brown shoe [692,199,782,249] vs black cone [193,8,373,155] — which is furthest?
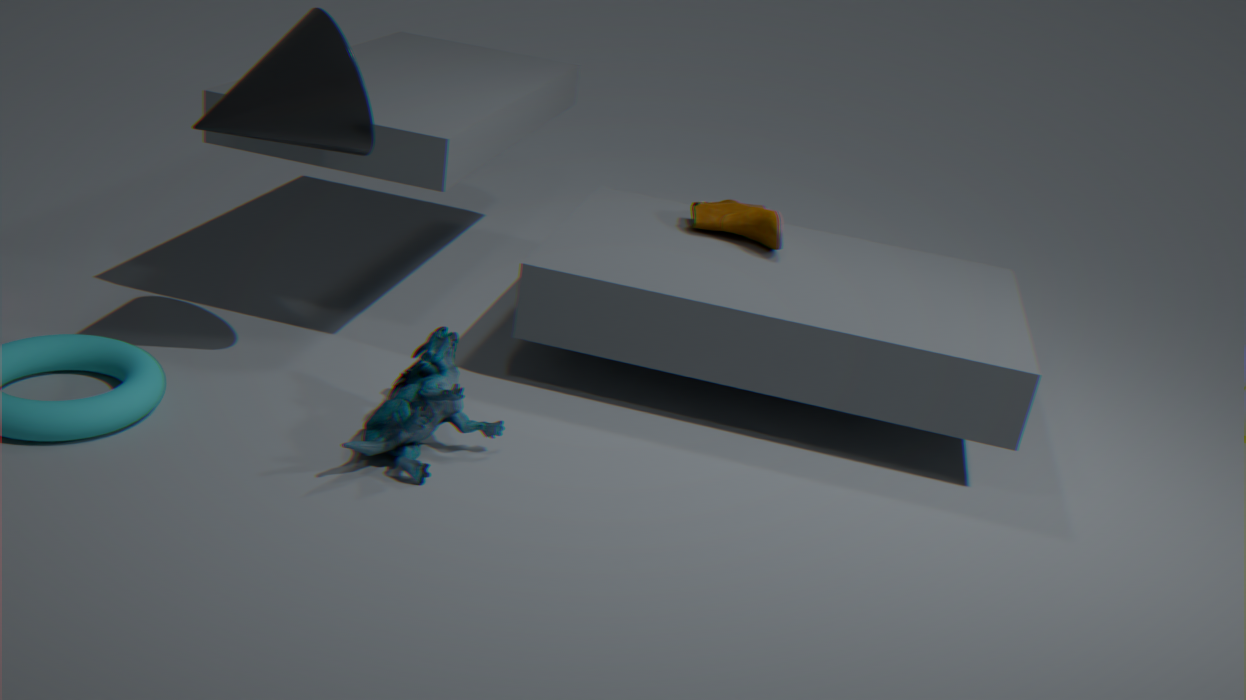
brown shoe [692,199,782,249]
